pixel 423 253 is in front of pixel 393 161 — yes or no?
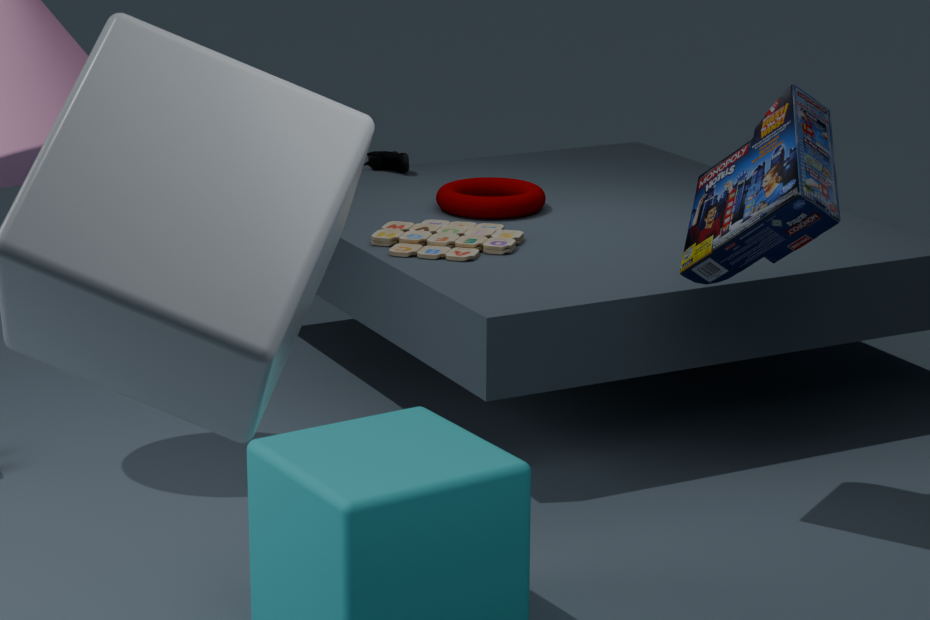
Yes
